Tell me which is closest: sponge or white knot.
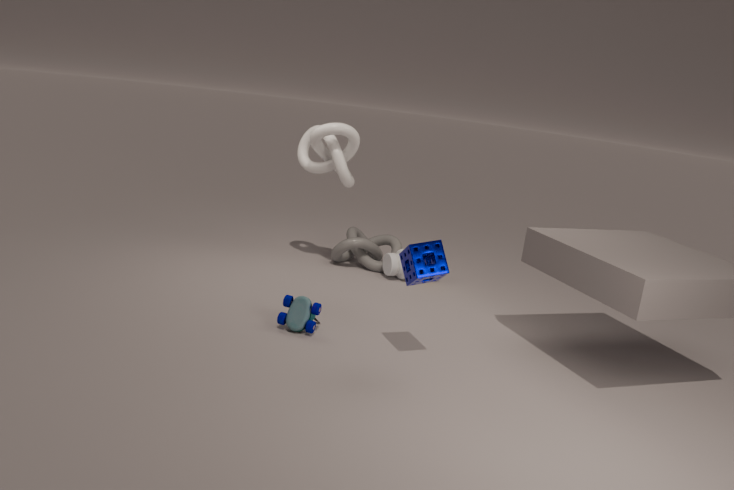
sponge
